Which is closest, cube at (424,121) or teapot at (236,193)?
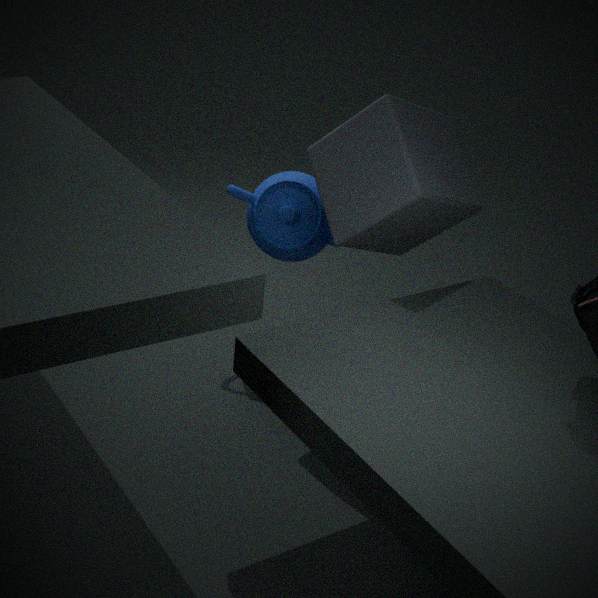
cube at (424,121)
